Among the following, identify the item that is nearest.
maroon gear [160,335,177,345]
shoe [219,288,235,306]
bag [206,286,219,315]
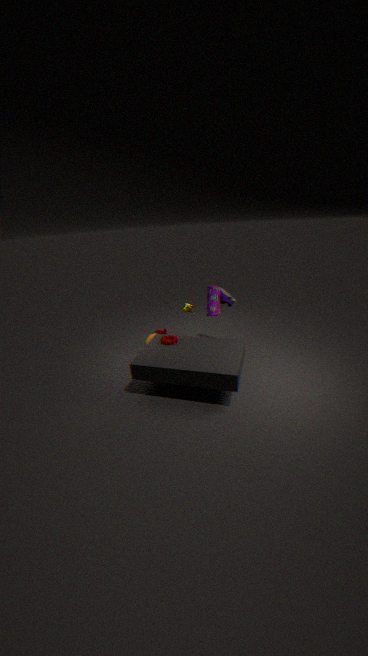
maroon gear [160,335,177,345]
